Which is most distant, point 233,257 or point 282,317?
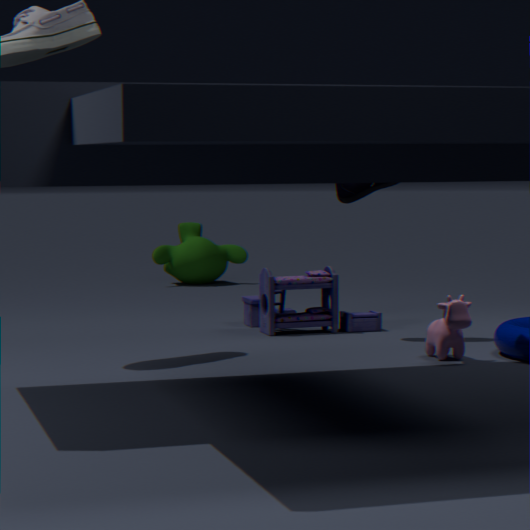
point 233,257
